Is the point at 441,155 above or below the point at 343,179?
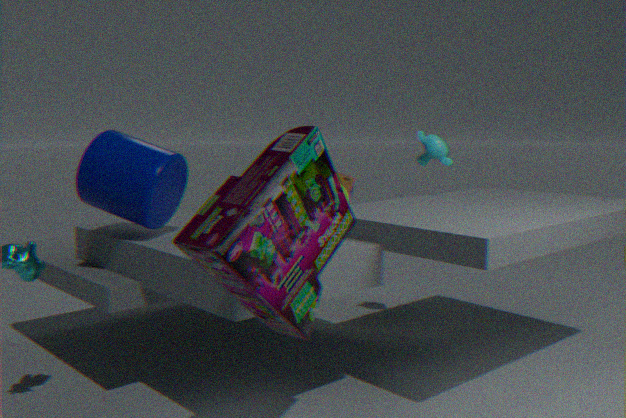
above
